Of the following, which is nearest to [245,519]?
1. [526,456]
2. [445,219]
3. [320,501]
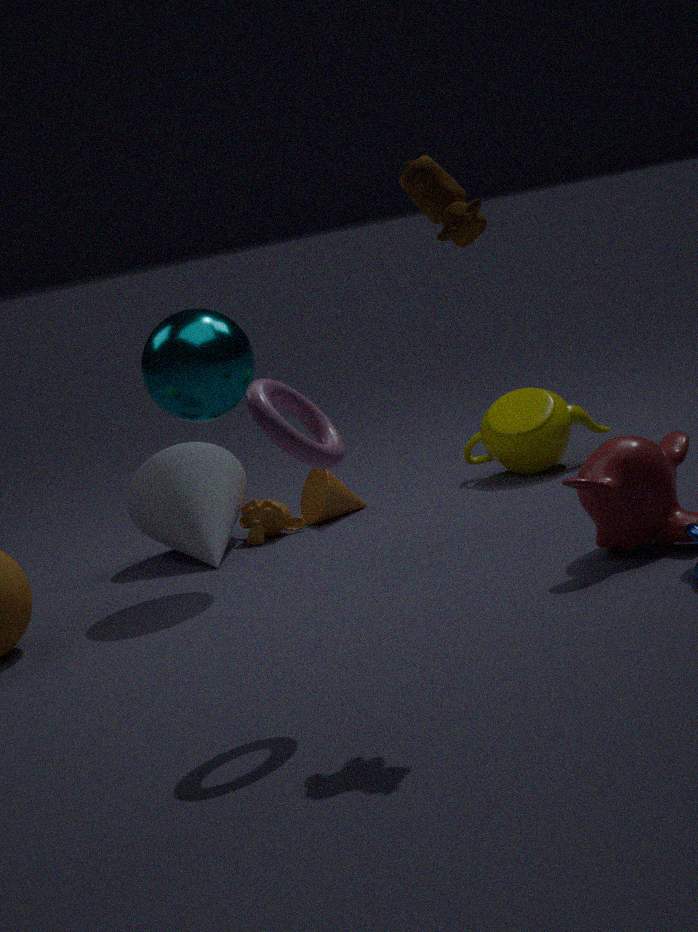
[320,501]
